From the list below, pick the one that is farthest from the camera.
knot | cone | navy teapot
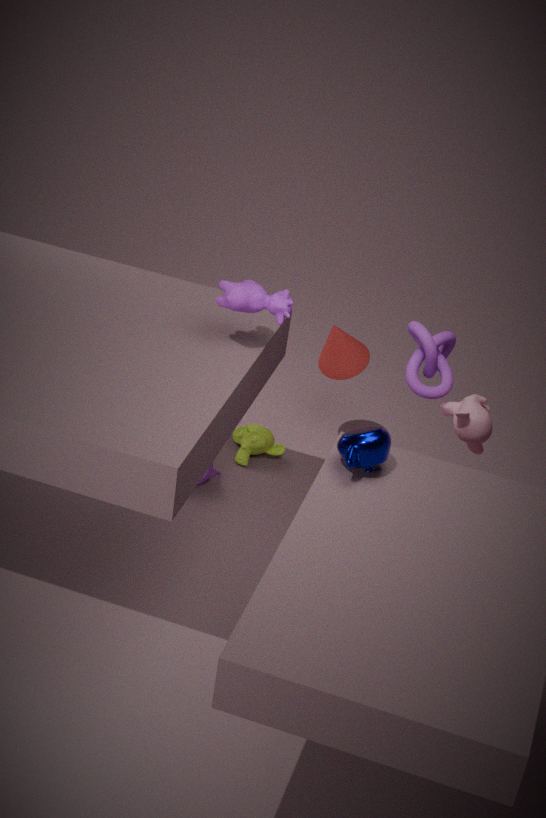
cone
